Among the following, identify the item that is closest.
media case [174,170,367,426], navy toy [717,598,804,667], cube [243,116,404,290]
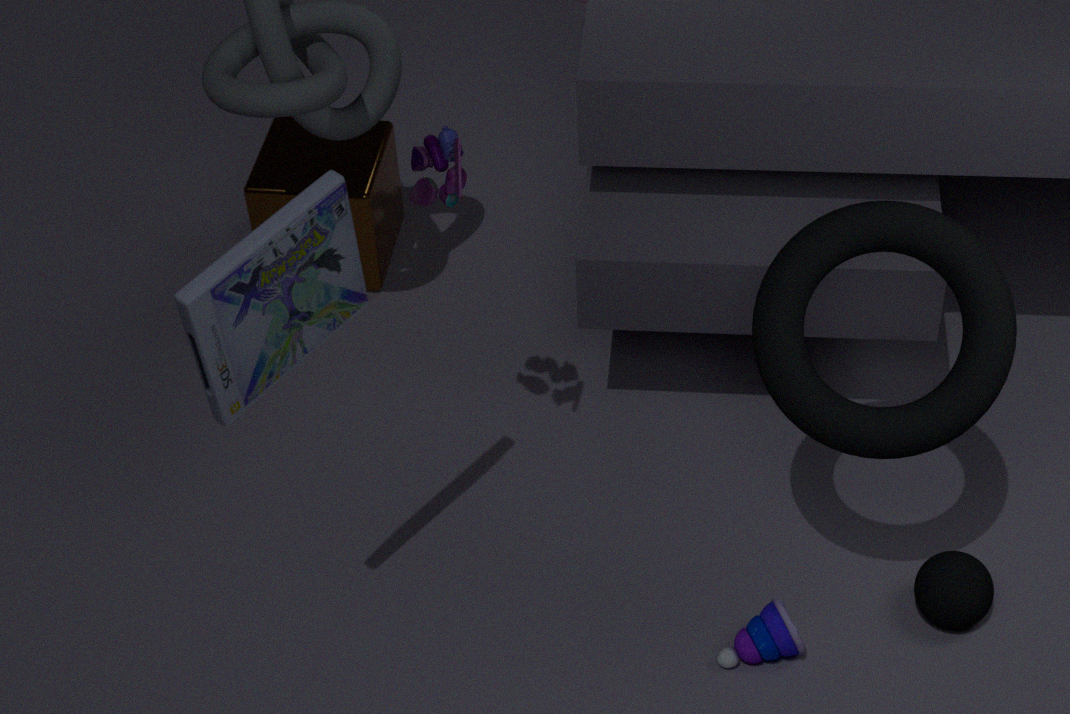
media case [174,170,367,426]
